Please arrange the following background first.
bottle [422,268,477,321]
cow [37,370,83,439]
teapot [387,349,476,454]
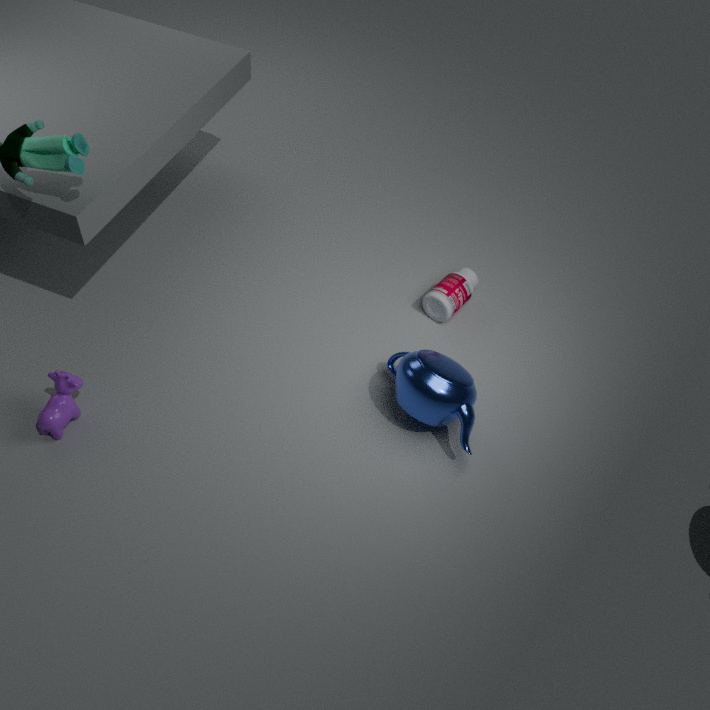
1. bottle [422,268,477,321]
2. teapot [387,349,476,454]
3. cow [37,370,83,439]
